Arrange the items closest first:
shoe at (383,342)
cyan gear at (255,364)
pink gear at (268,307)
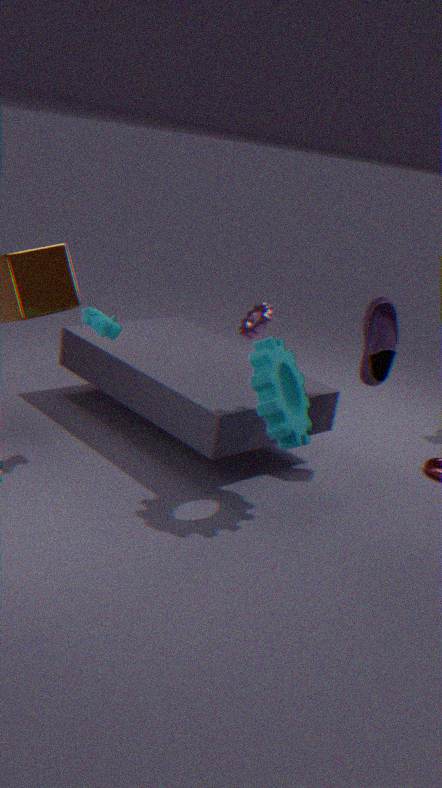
cyan gear at (255,364) → shoe at (383,342) → pink gear at (268,307)
